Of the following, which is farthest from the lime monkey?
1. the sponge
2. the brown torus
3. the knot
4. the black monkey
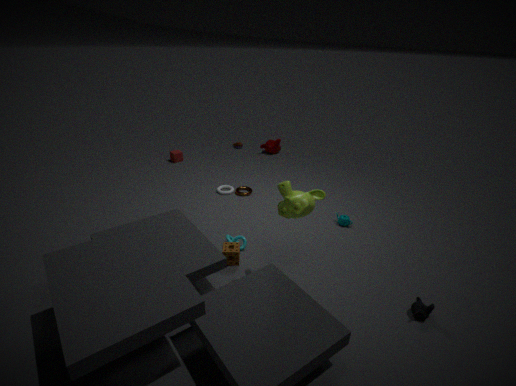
the brown torus
